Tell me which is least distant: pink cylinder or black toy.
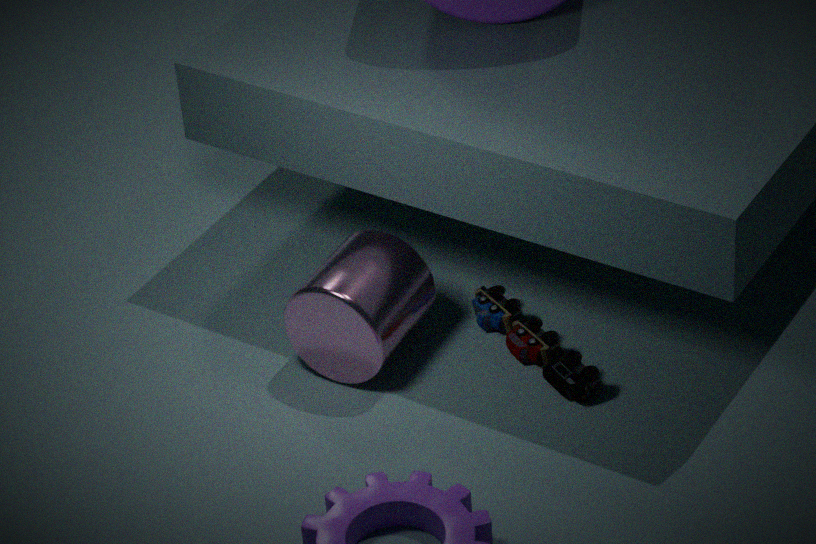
pink cylinder
